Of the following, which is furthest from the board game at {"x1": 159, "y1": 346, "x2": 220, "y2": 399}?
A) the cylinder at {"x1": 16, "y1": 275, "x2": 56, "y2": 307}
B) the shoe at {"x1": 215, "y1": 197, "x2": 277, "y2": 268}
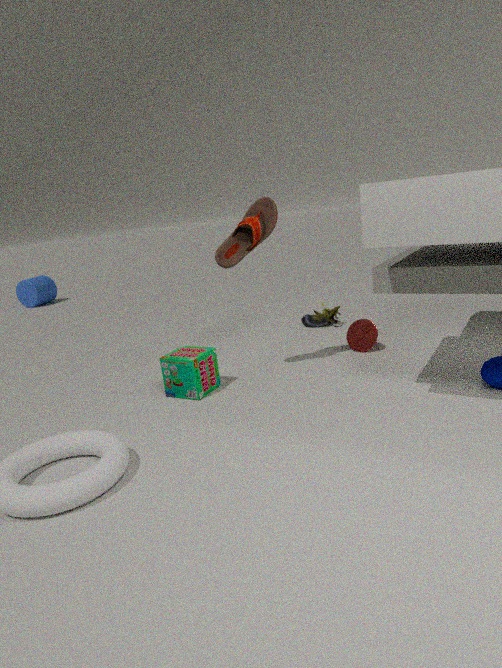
the cylinder at {"x1": 16, "y1": 275, "x2": 56, "y2": 307}
